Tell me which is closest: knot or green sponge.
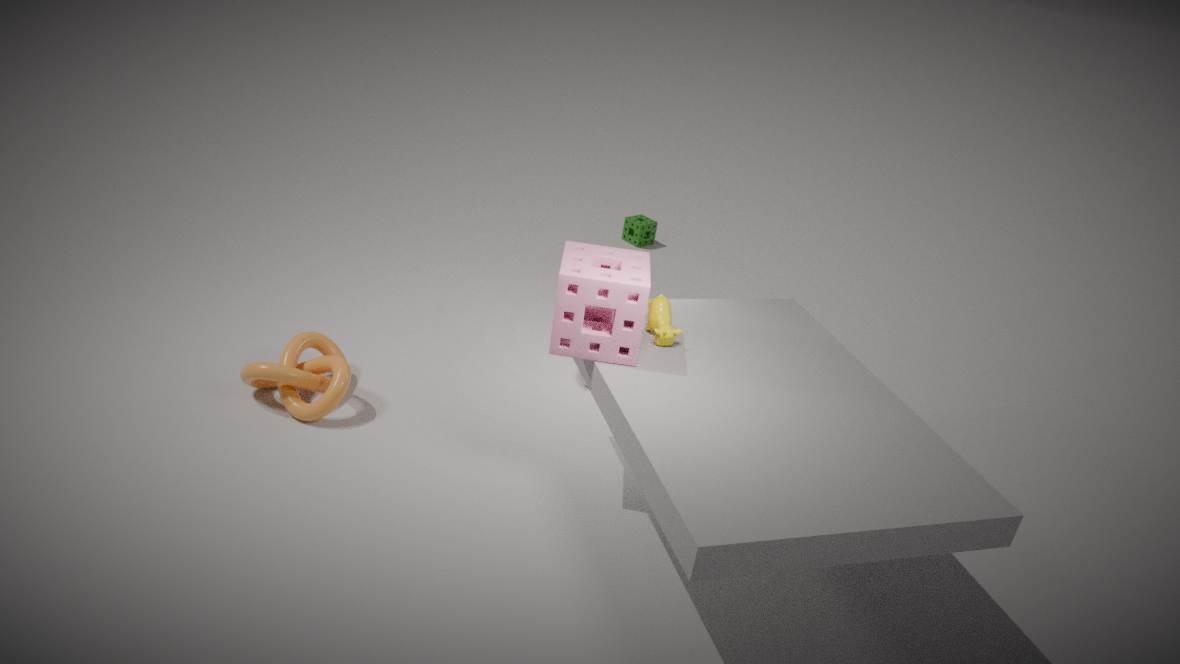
knot
